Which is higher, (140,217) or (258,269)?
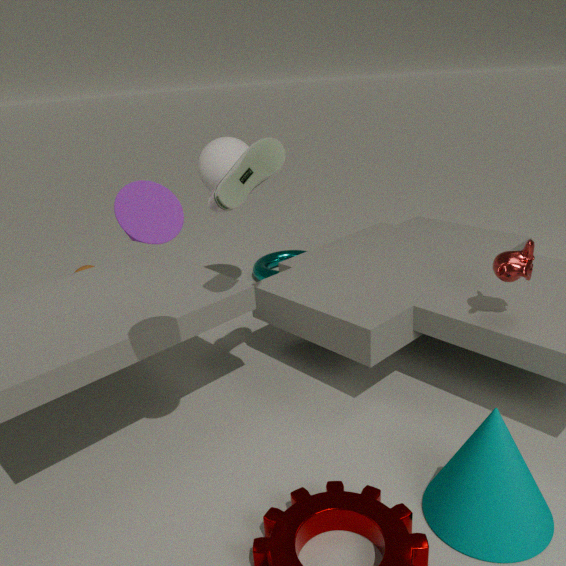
(140,217)
